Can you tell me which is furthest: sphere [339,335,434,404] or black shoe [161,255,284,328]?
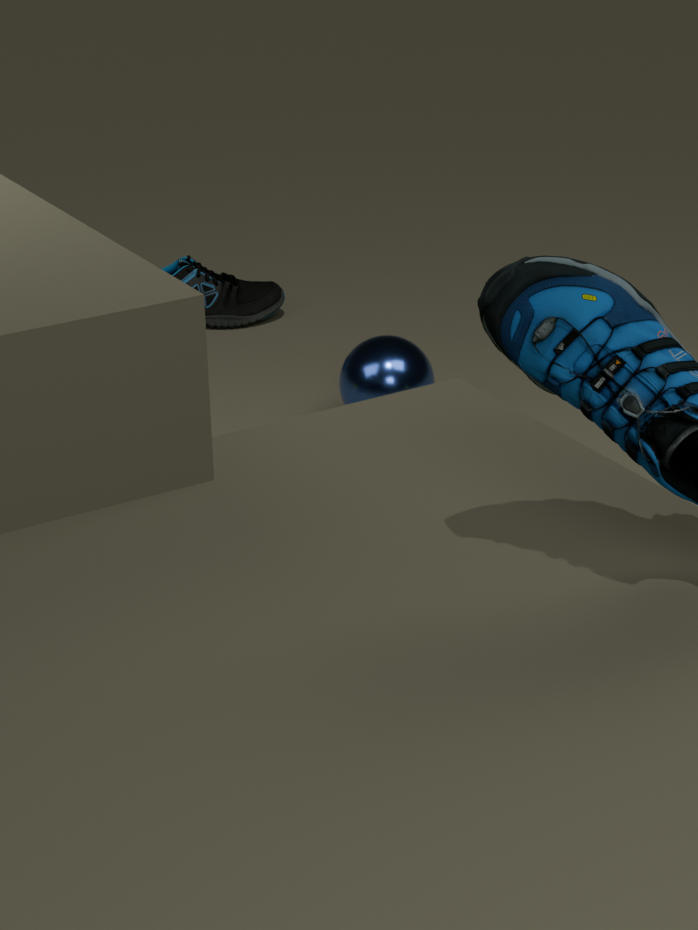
black shoe [161,255,284,328]
